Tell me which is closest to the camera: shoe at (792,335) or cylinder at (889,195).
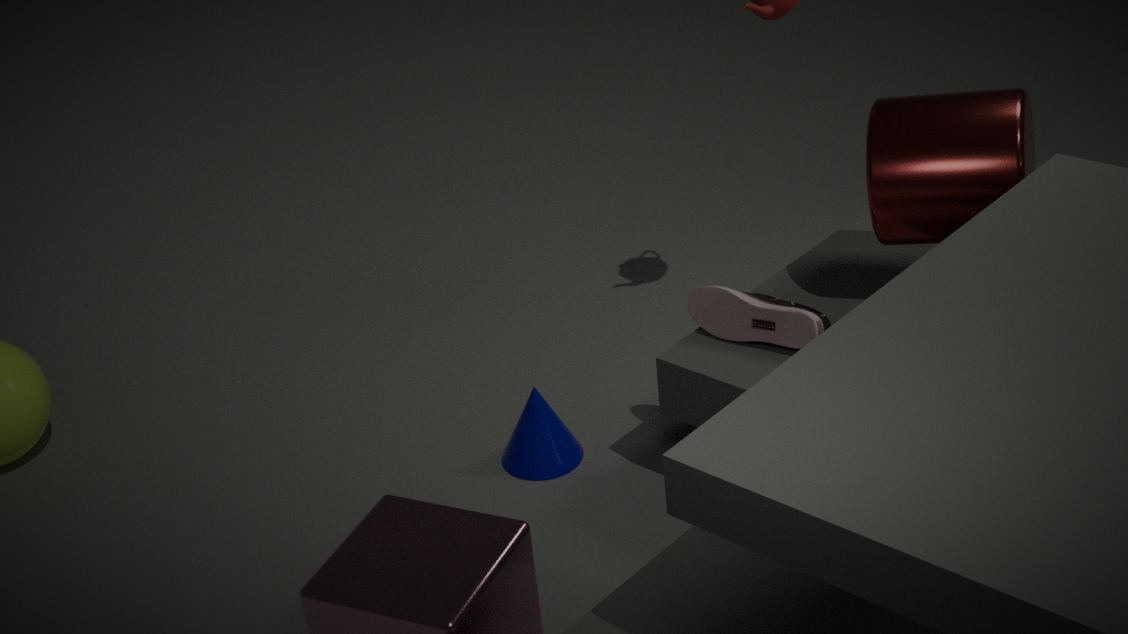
cylinder at (889,195)
